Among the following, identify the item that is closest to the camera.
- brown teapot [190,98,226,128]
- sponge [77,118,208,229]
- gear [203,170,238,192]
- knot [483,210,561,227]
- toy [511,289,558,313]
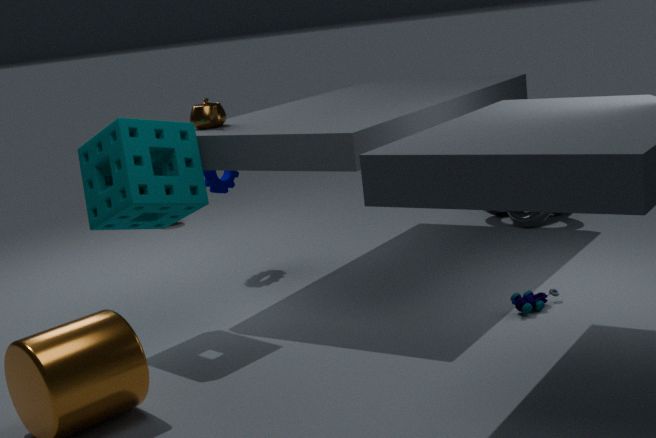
sponge [77,118,208,229]
